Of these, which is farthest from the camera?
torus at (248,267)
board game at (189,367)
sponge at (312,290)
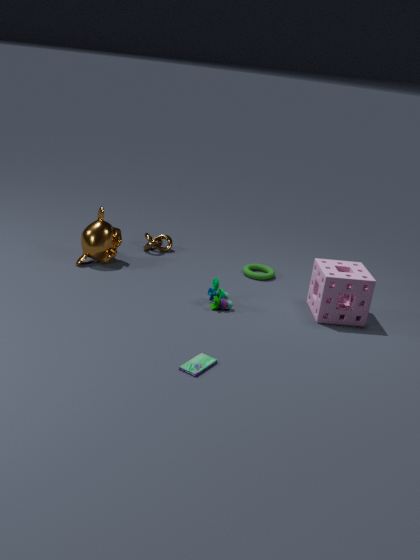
torus at (248,267)
